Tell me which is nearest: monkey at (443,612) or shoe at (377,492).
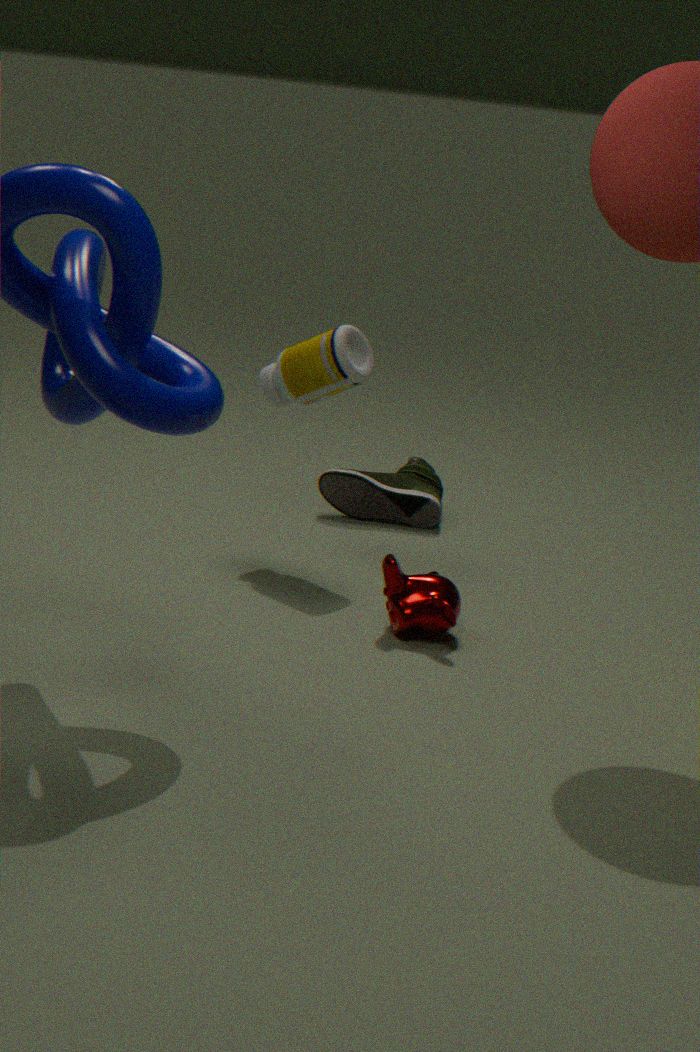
monkey at (443,612)
